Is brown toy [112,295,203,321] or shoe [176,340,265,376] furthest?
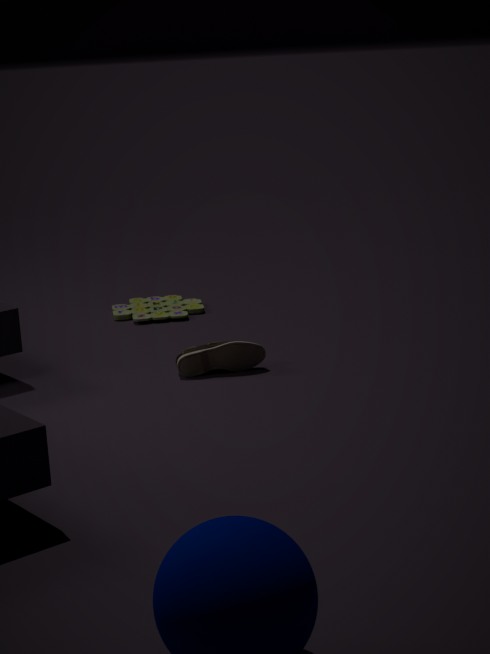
brown toy [112,295,203,321]
